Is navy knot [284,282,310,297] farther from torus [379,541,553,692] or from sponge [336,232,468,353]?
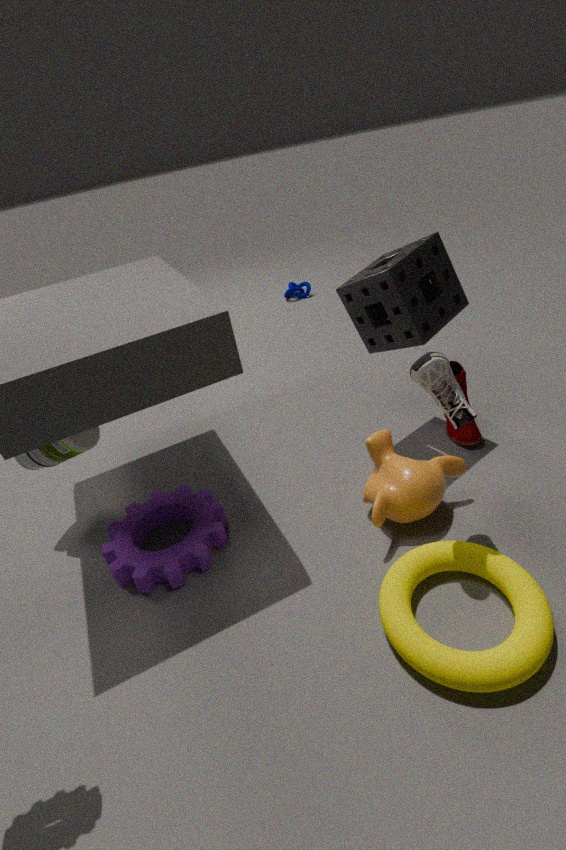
torus [379,541,553,692]
